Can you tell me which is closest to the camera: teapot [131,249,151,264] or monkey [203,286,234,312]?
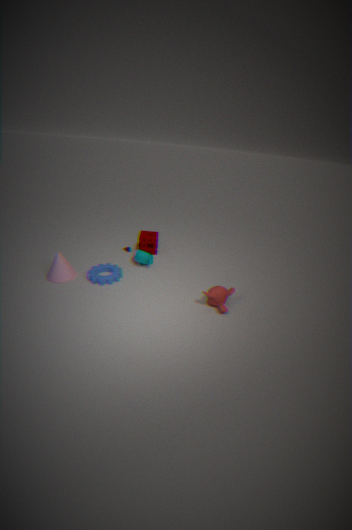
monkey [203,286,234,312]
